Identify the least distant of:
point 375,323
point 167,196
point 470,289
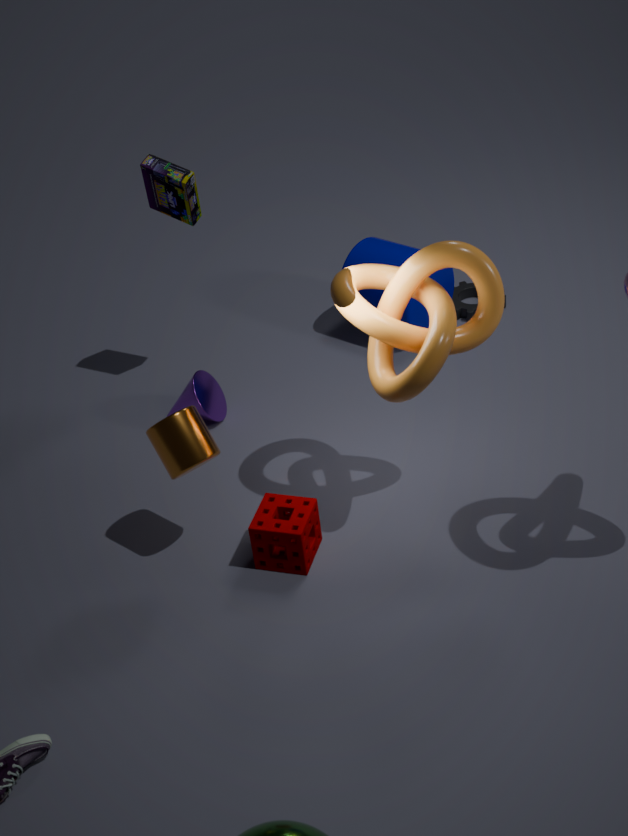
point 375,323
